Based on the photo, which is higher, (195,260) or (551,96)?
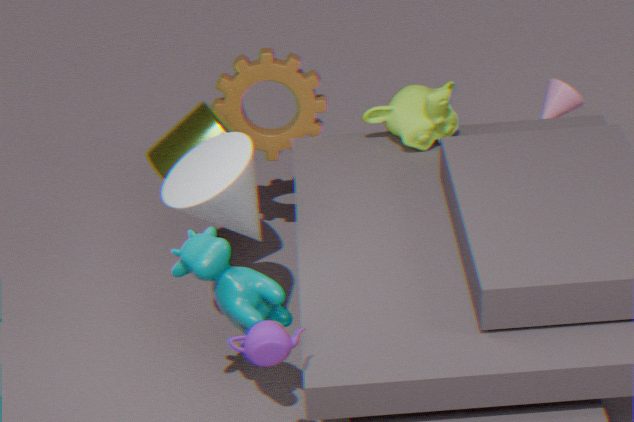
(195,260)
